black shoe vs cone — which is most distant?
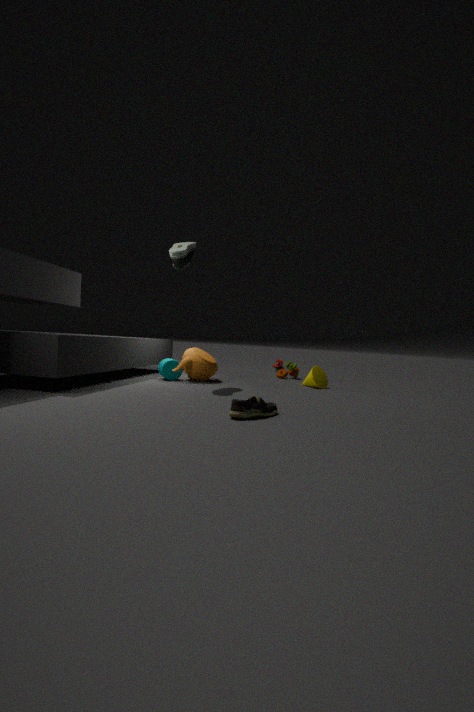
cone
